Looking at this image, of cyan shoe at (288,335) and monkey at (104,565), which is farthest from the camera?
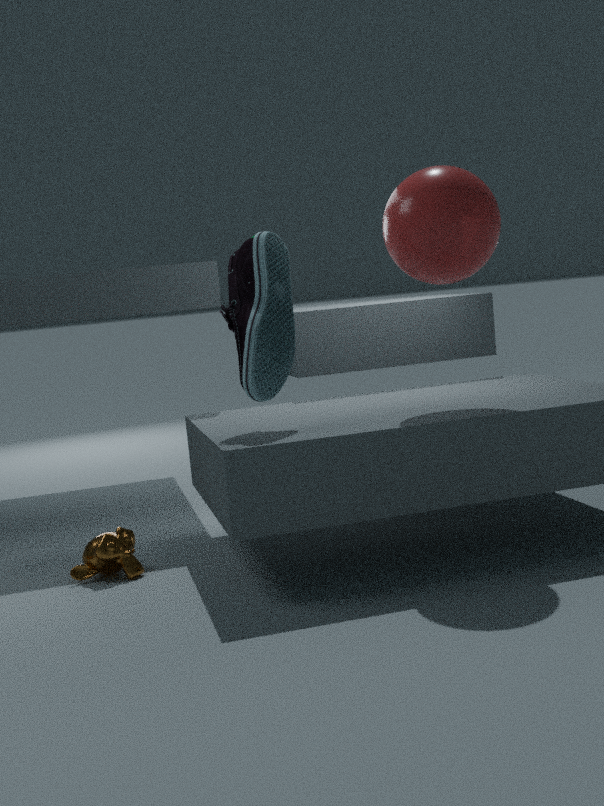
monkey at (104,565)
